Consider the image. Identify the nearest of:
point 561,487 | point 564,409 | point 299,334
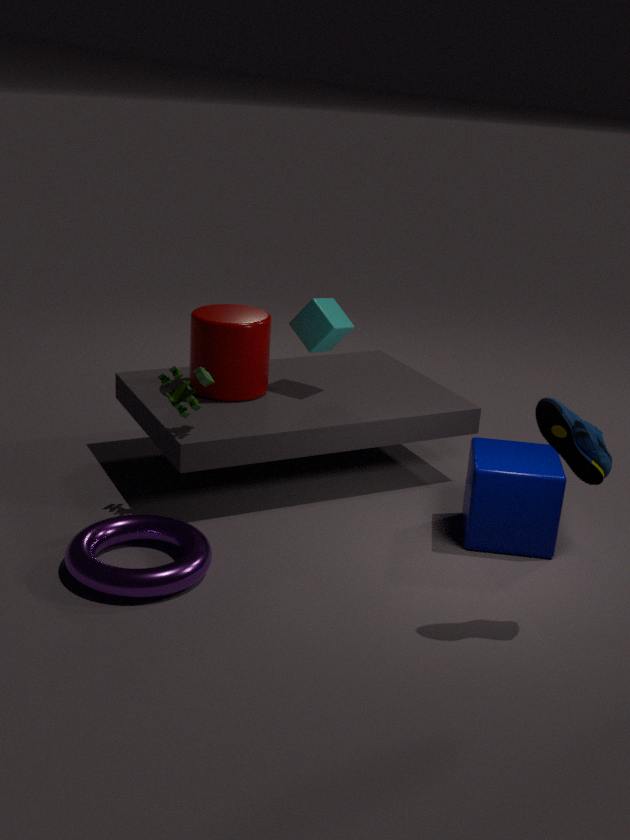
point 564,409
